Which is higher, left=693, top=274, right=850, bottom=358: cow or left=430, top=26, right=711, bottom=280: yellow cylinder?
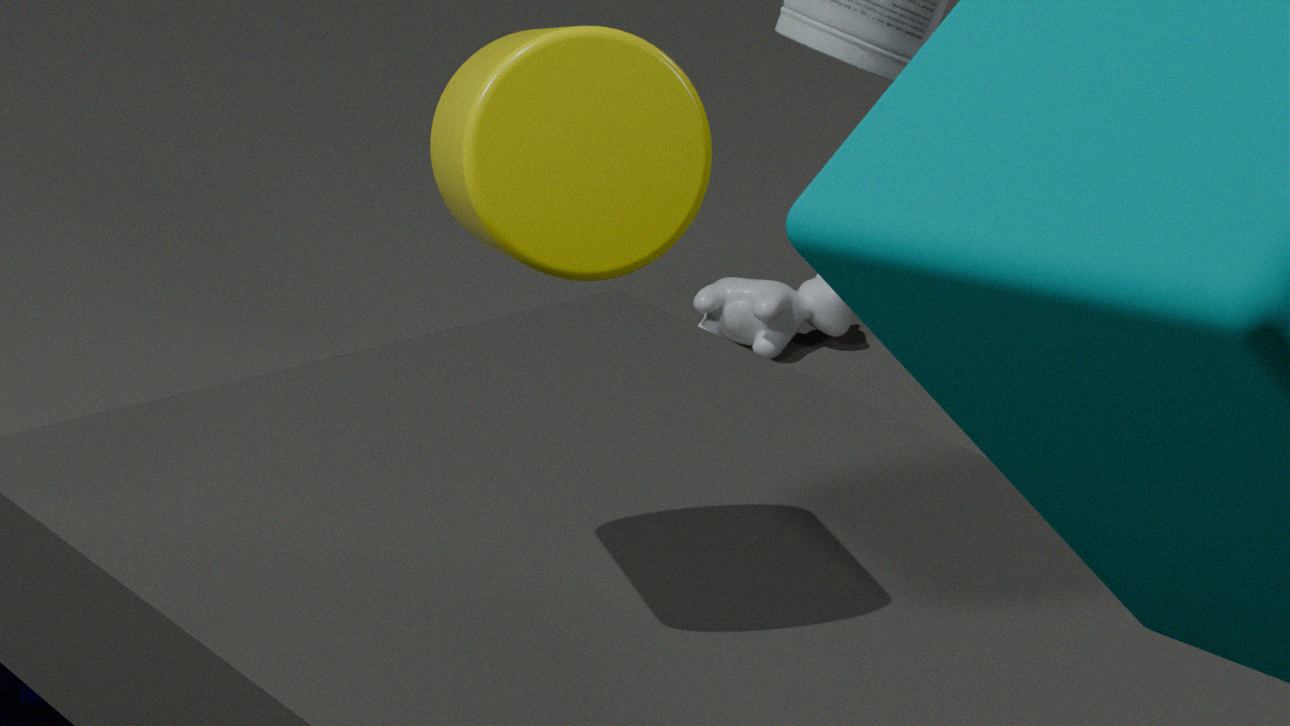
left=430, top=26, right=711, bottom=280: yellow cylinder
